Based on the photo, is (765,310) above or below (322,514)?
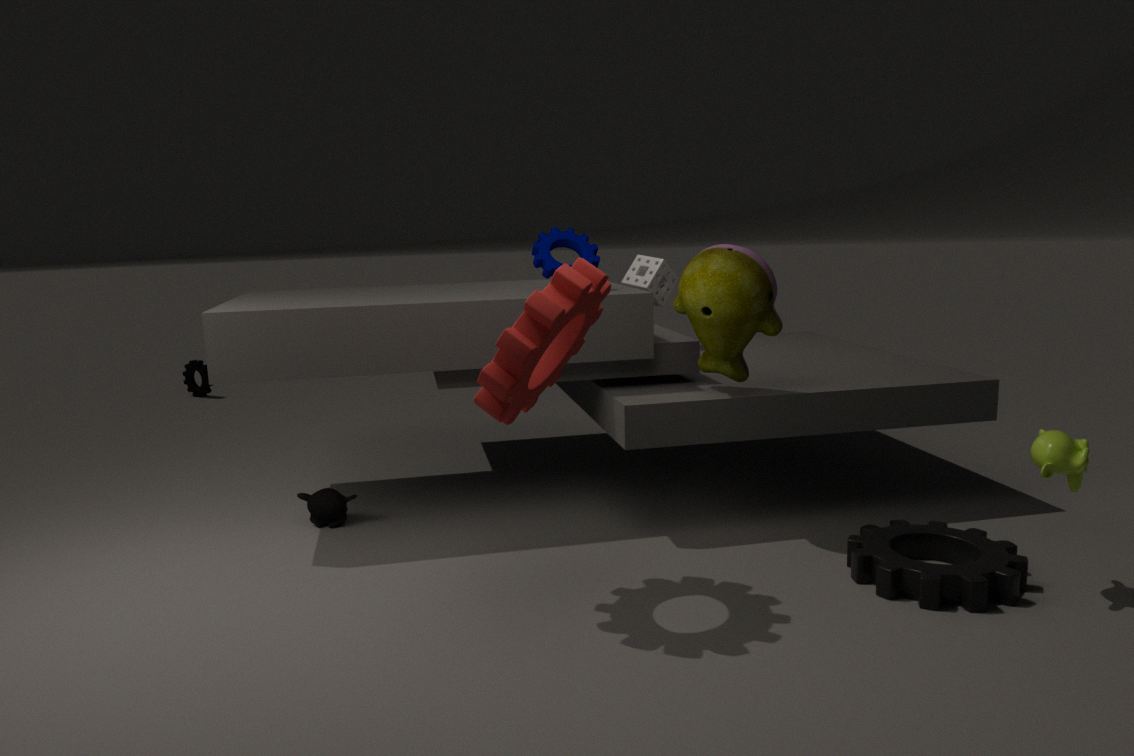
above
